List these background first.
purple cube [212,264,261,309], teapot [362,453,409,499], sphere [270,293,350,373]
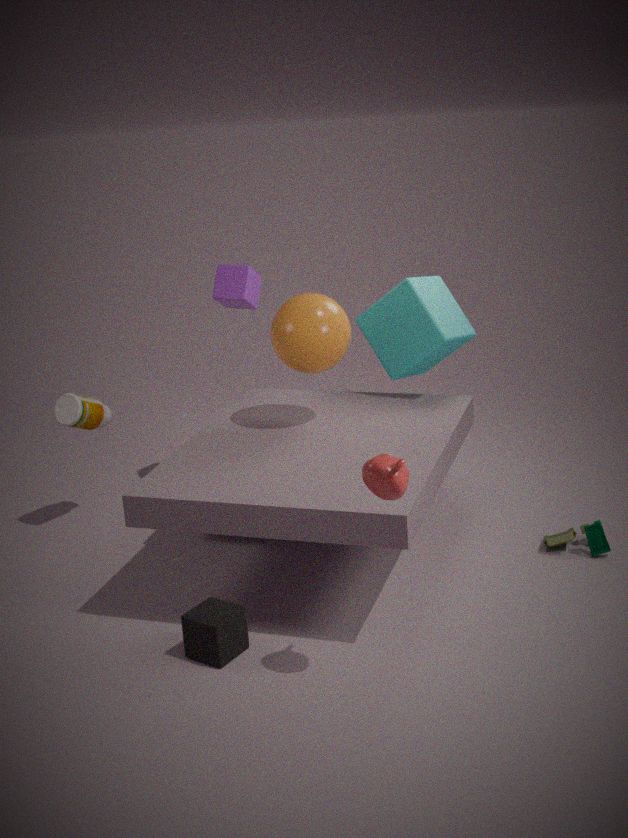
purple cube [212,264,261,309] < sphere [270,293,350,373] < teapot [362,453,409,499]
